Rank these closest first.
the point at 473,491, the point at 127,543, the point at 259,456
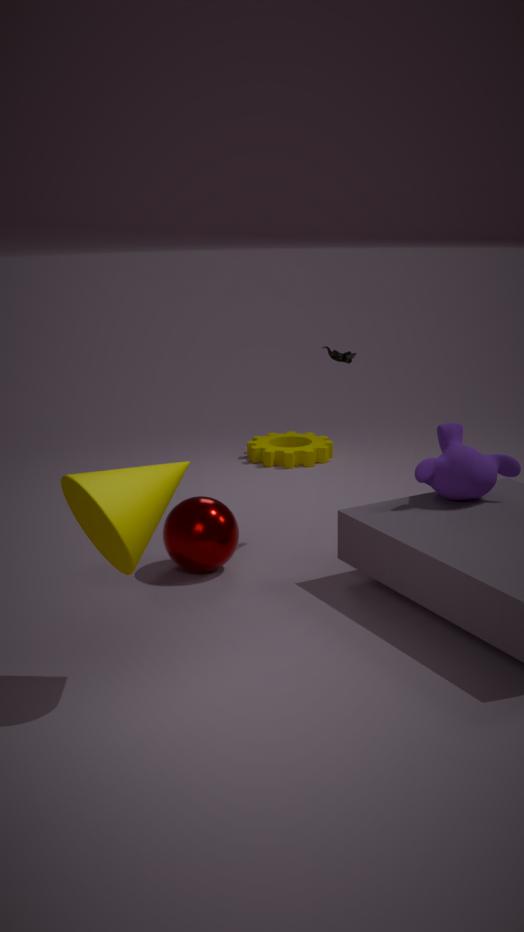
the point at 127,543, the point at 473,491, the point at 259,456
